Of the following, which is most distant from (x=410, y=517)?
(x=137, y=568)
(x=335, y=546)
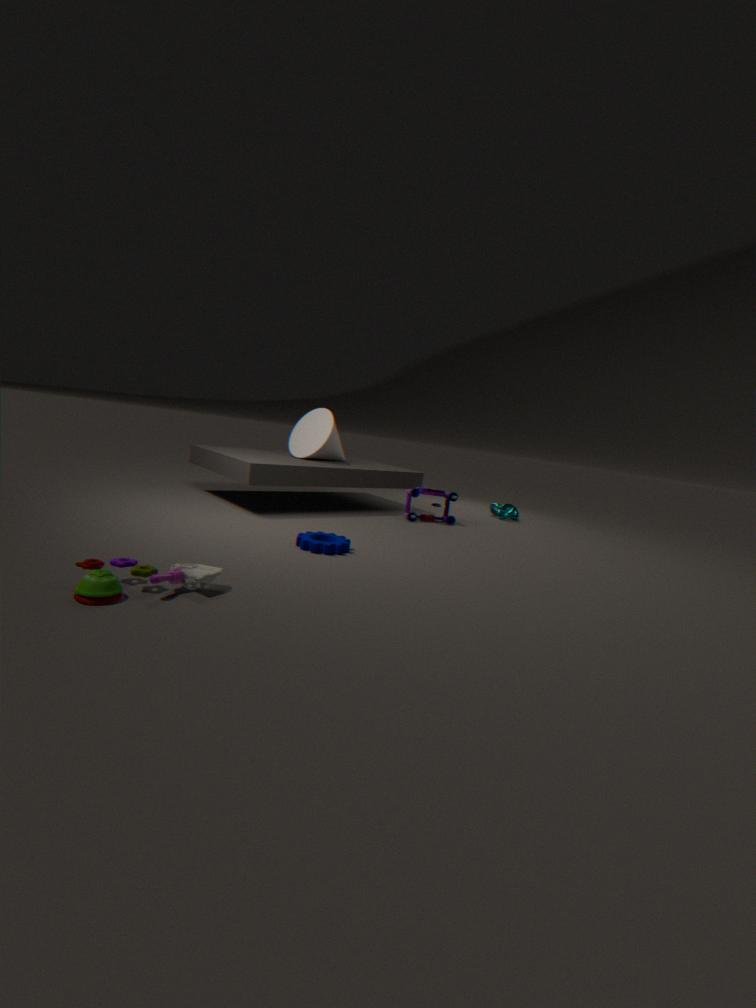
(x=137, y=568)
